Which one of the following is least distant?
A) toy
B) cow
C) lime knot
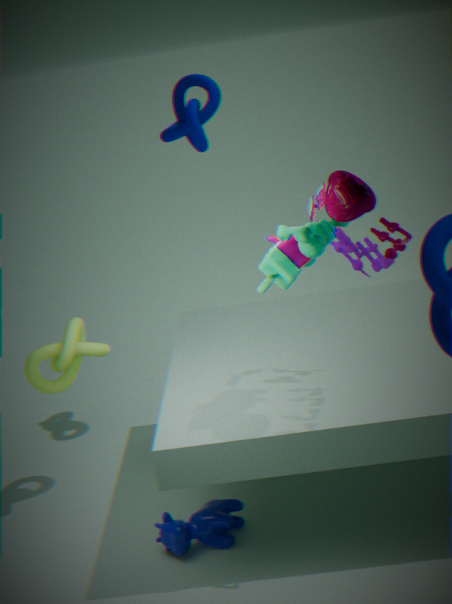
toy
